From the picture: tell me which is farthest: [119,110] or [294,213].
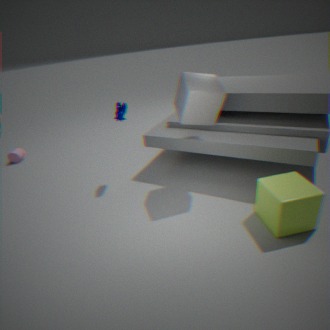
[119,110]
